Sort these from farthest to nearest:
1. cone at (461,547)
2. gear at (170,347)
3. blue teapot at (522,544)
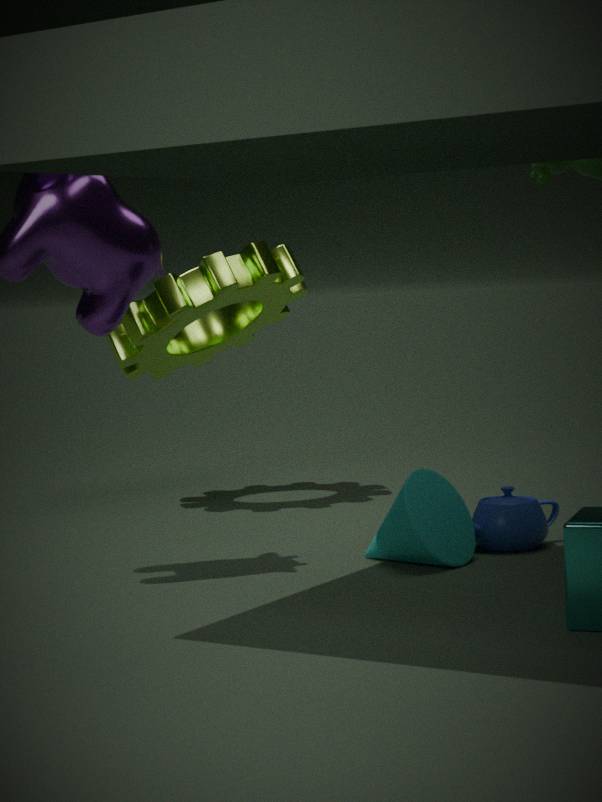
1. gear at (170,347)
2. blue teapot at (522,544)
3. cone at (461,547)
